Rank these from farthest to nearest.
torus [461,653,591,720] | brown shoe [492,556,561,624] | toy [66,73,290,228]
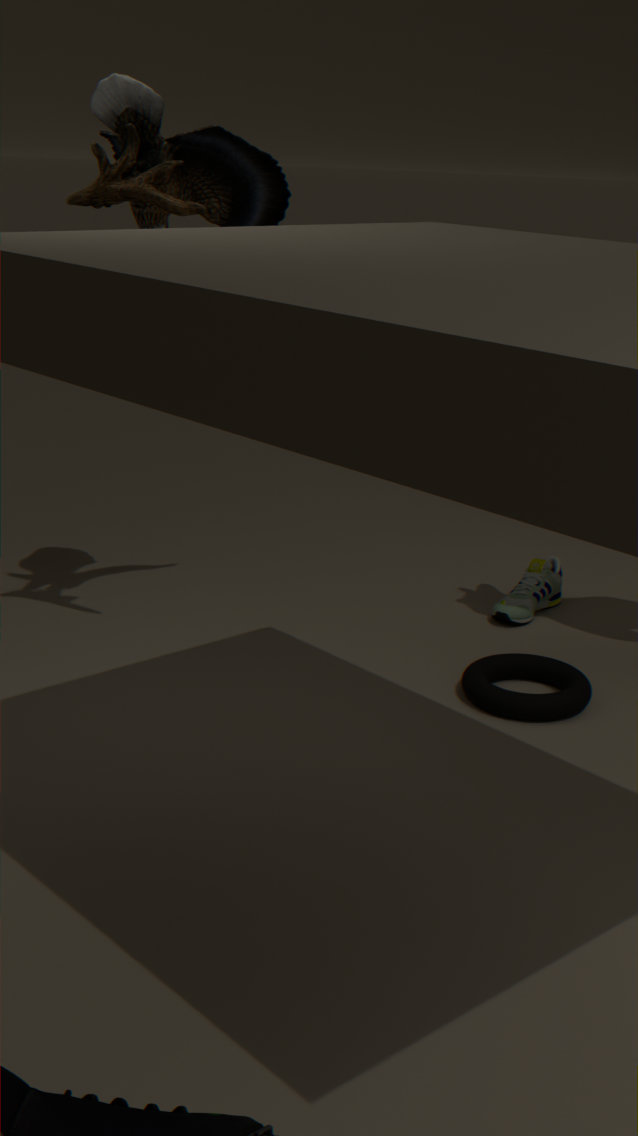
brown shoe [492,556,561,624] < torus [461,653,591,720] < toy [66,73,290,228]
